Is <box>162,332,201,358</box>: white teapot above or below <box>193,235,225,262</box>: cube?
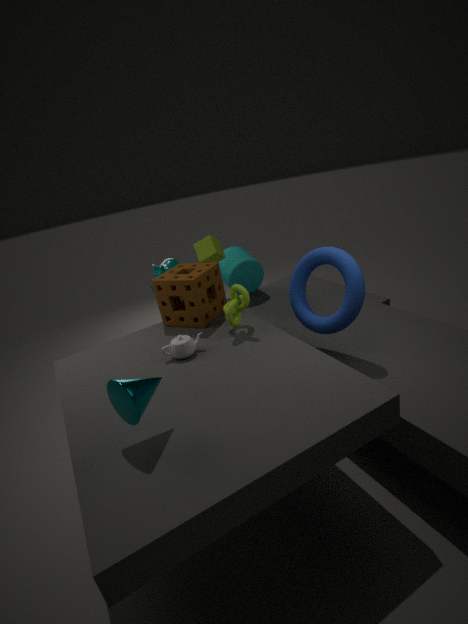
below
